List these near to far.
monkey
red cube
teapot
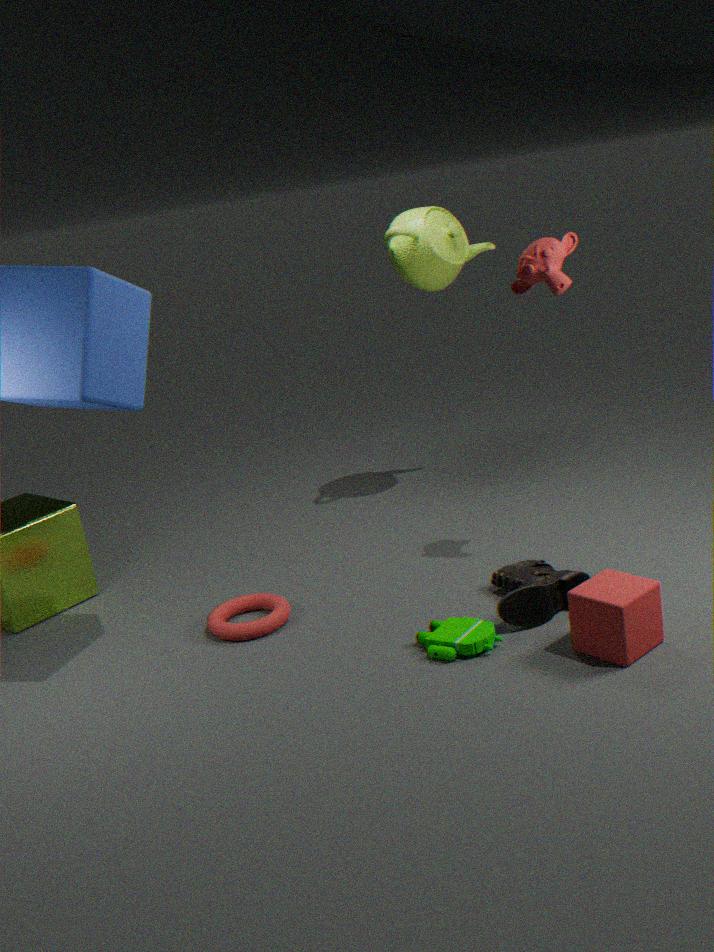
red cube, monkey, teapot
